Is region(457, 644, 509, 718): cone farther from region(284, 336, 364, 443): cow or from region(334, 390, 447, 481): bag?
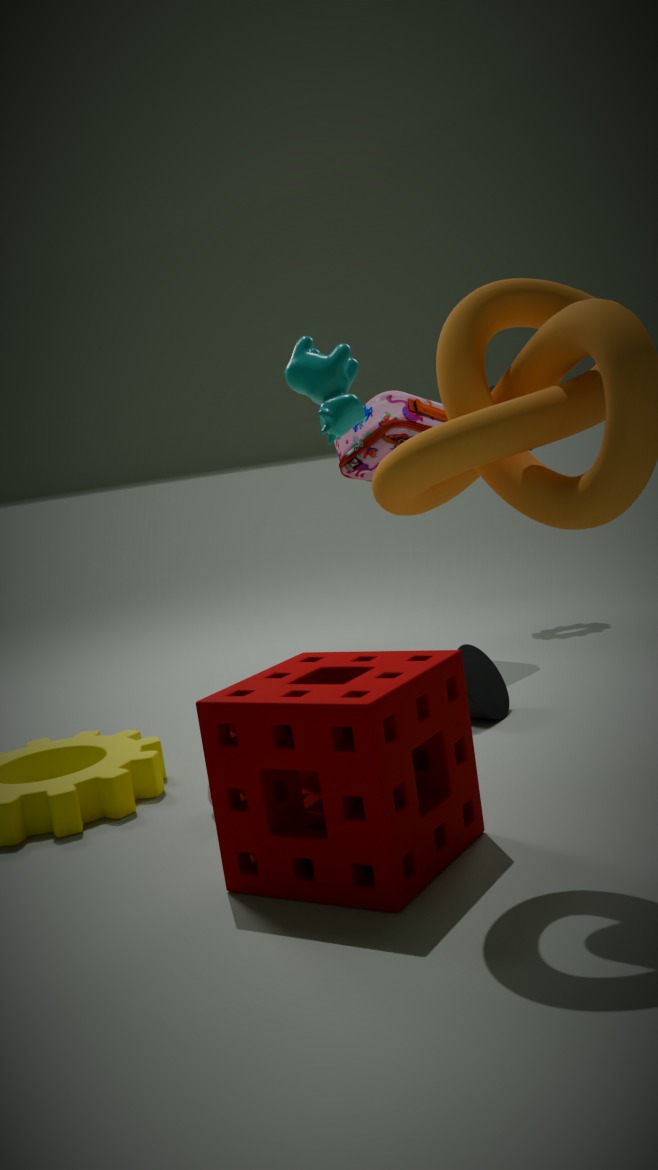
region(334, 390, 447, 481): bag
